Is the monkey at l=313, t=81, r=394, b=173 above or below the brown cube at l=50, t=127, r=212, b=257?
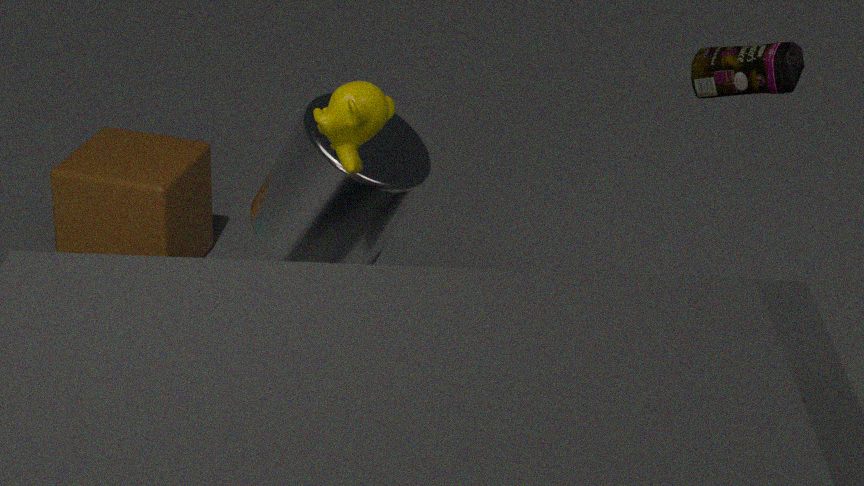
above
